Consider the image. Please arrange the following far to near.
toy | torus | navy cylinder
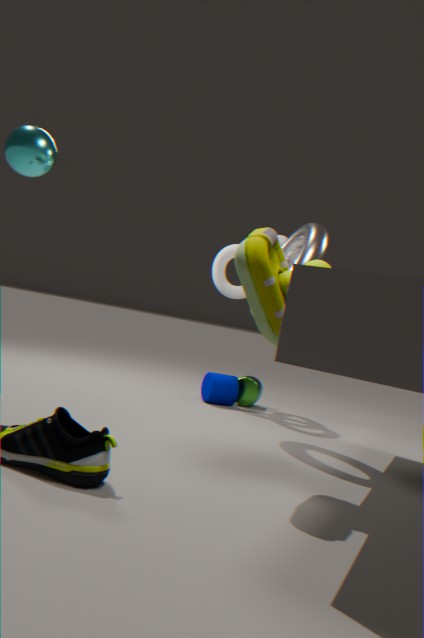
navy cylinder
torus
toy
